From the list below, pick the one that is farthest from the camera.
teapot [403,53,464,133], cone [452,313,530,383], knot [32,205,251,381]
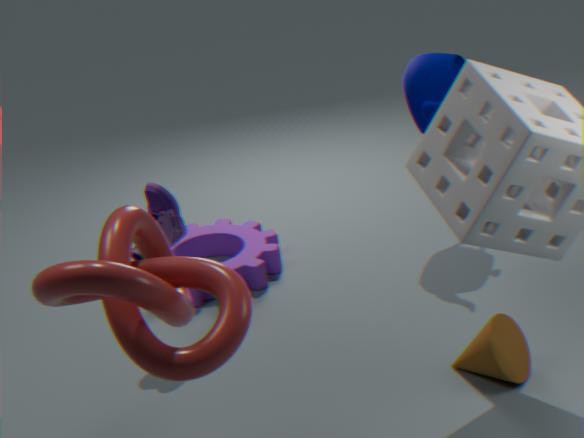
teapot [403,53,464,133]
